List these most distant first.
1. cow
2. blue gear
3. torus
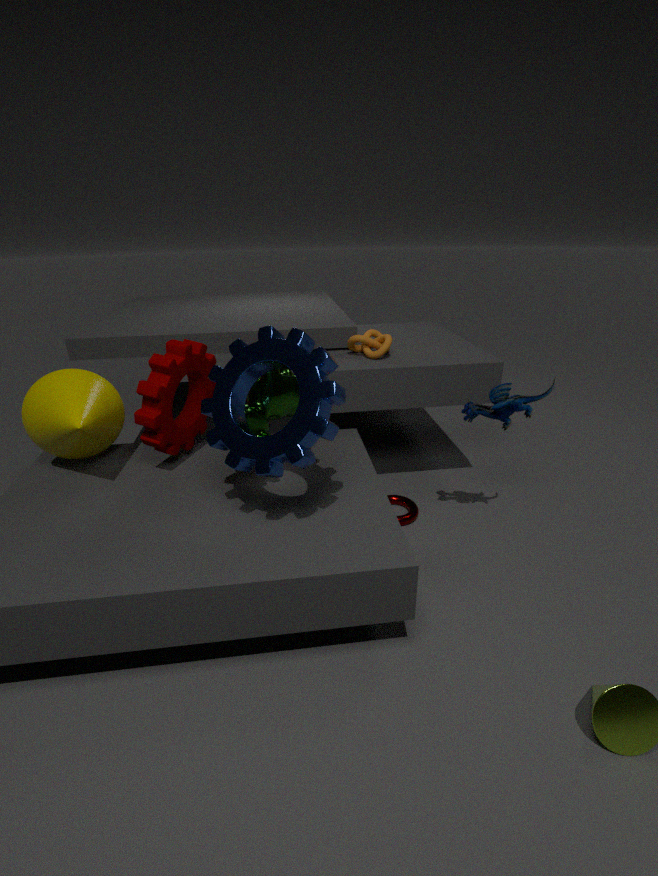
torus
cow
blue gear
